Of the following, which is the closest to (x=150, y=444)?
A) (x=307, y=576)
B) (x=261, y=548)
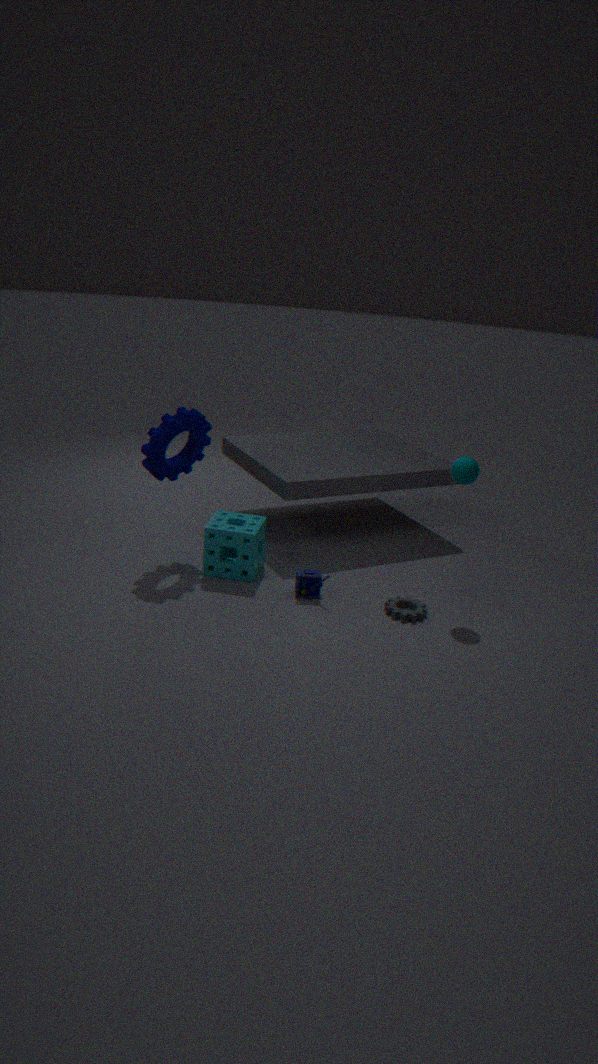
(x=261, y=548)
